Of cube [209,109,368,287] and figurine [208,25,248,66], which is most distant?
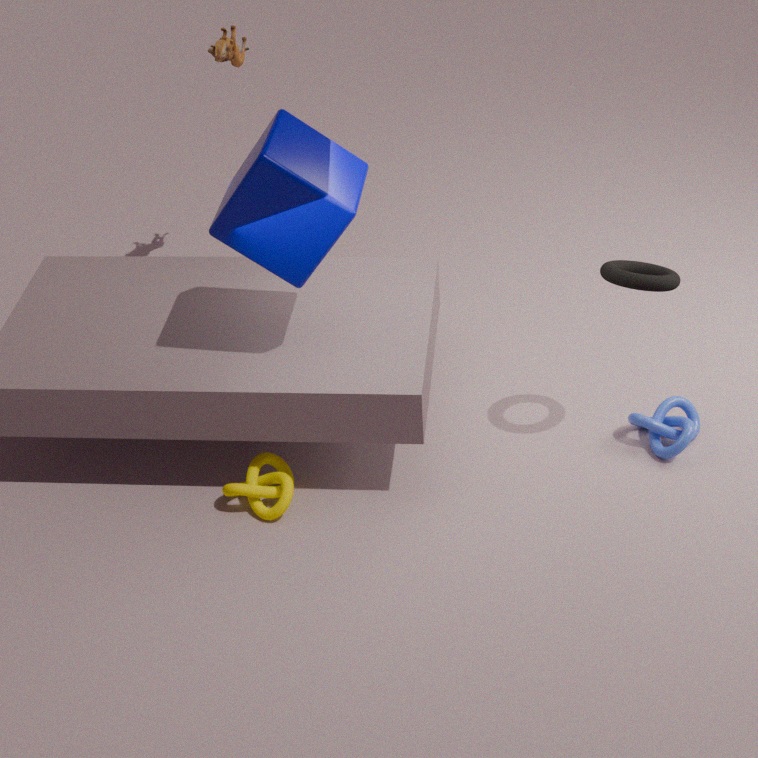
figurine [208,25,248,66]
